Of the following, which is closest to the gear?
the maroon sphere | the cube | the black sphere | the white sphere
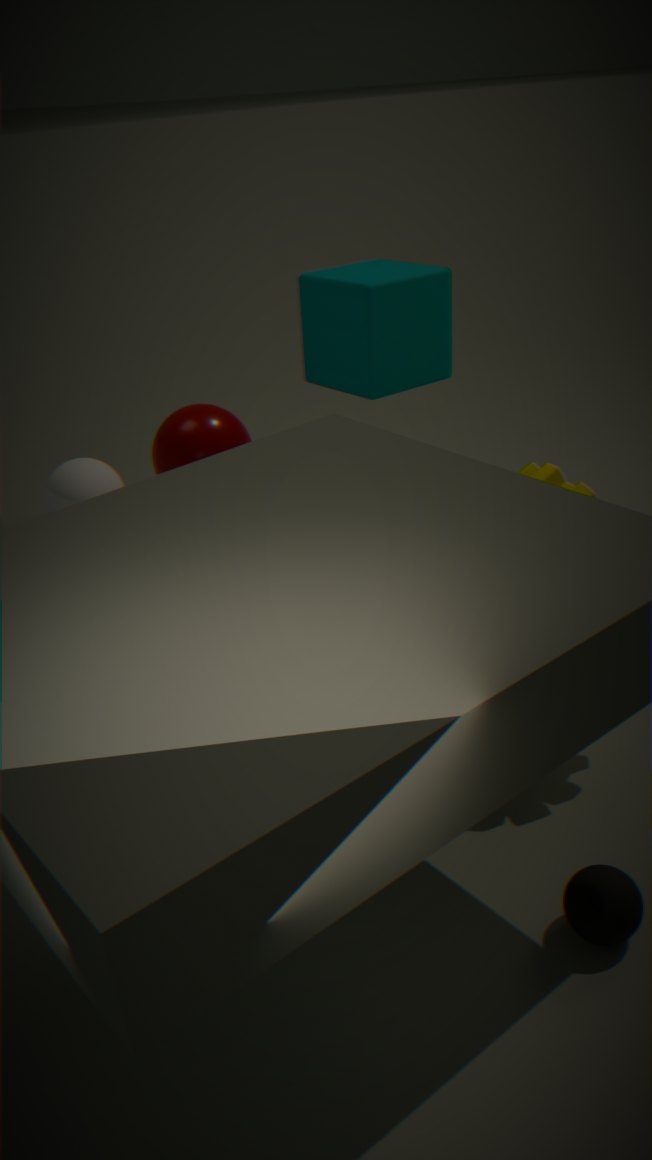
the cube
